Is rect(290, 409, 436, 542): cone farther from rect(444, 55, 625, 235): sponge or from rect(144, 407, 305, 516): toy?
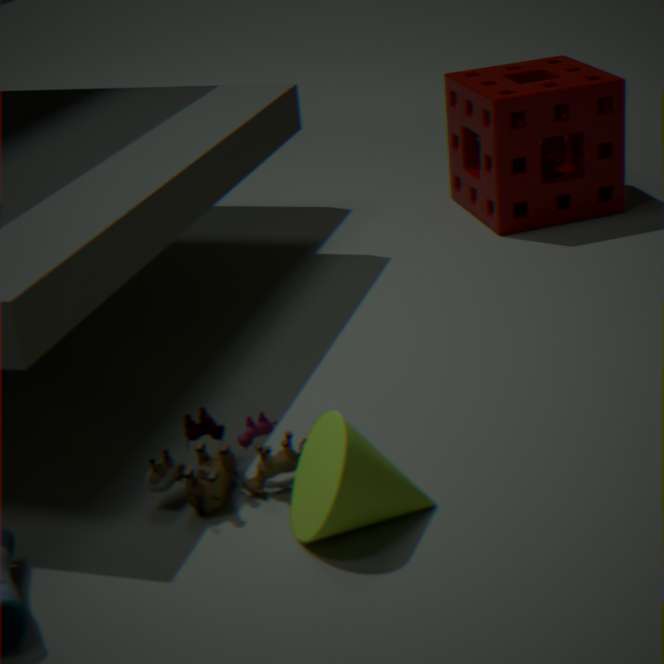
rect(444, 55, 625, 235): sponge
